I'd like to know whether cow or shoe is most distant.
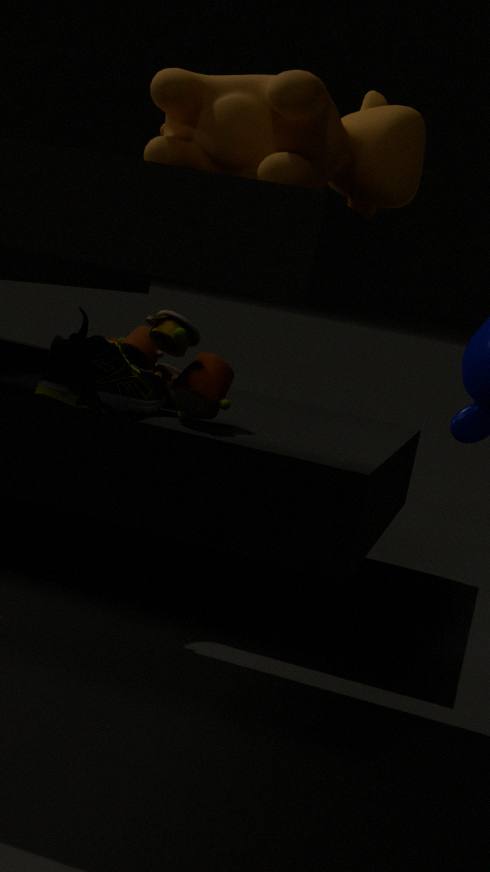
shoe
